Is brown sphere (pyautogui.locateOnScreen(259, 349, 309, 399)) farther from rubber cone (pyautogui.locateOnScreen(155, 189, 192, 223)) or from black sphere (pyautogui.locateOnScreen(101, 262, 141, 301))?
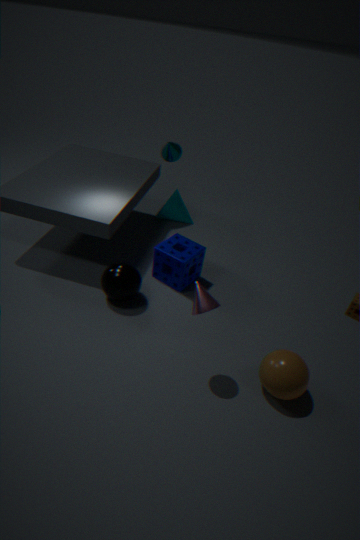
rubber cone (pyautogui.locateOnScreen(155, 189, 192, 223))
